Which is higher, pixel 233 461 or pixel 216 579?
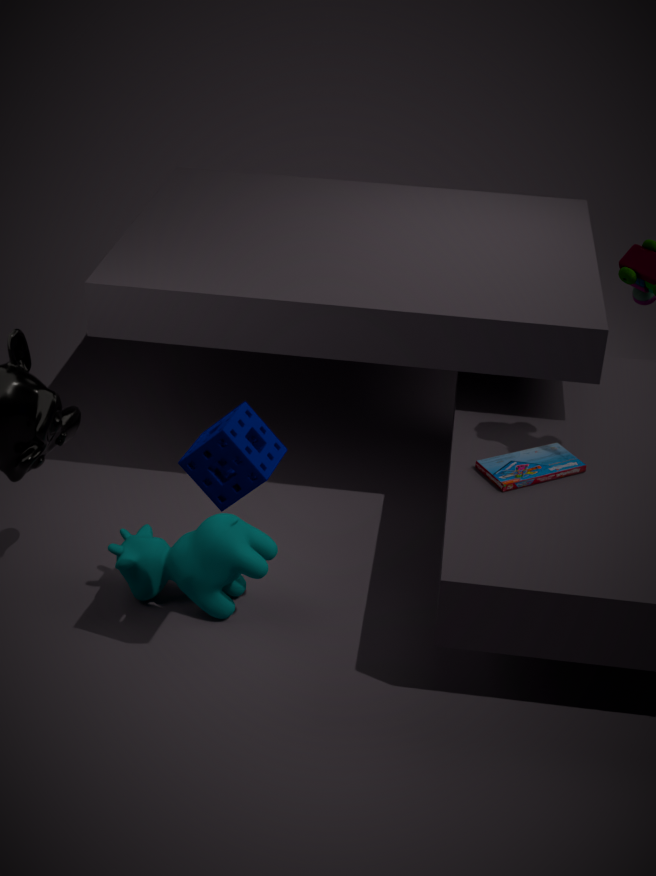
pixel 233 461
